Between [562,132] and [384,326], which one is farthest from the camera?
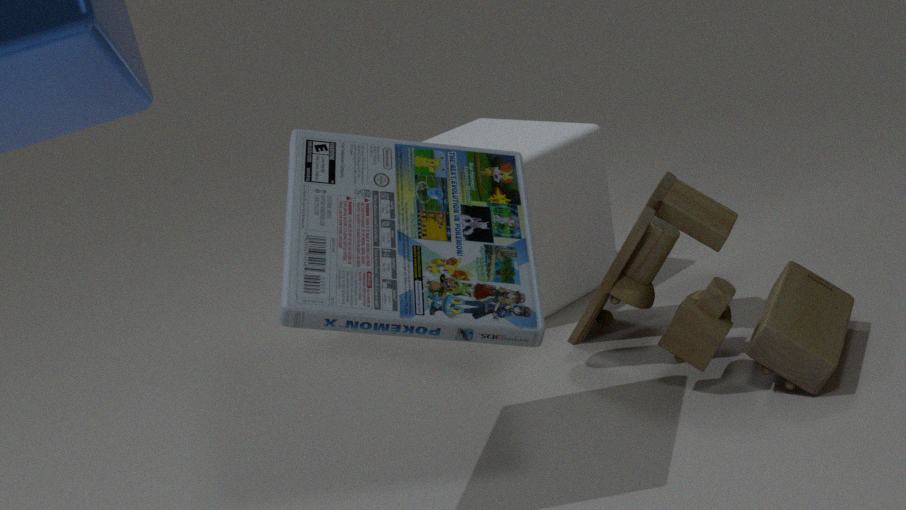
[562,132]
